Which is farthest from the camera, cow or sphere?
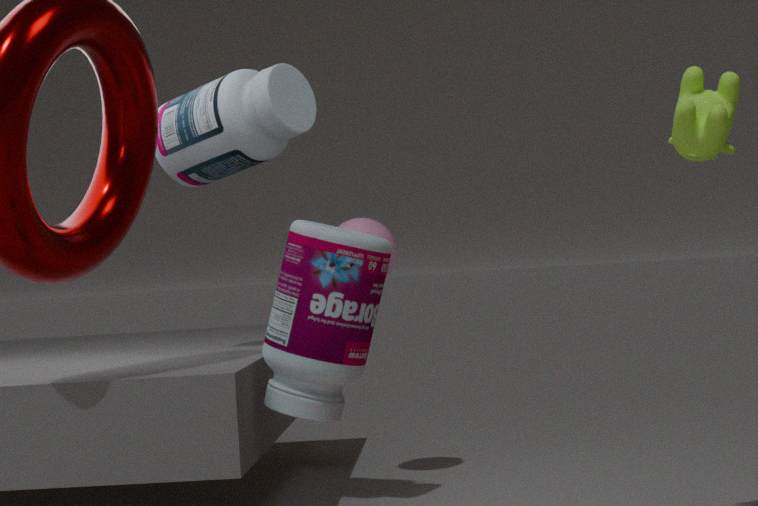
sphere
